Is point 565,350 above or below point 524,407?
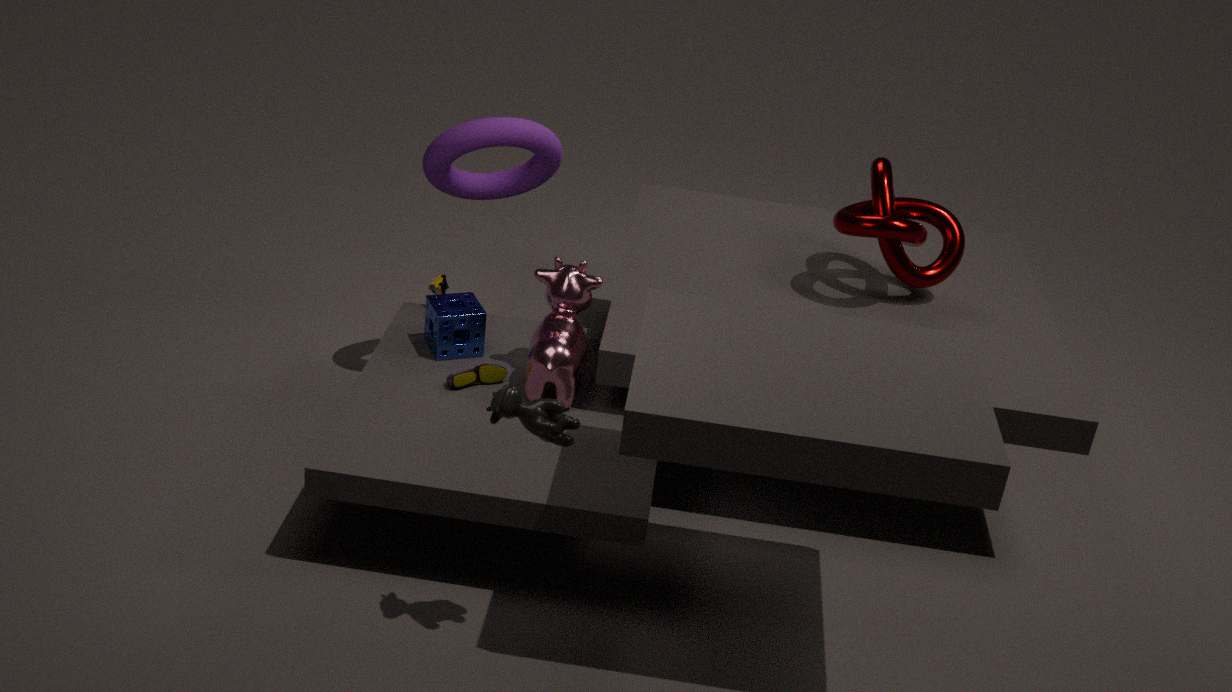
below
